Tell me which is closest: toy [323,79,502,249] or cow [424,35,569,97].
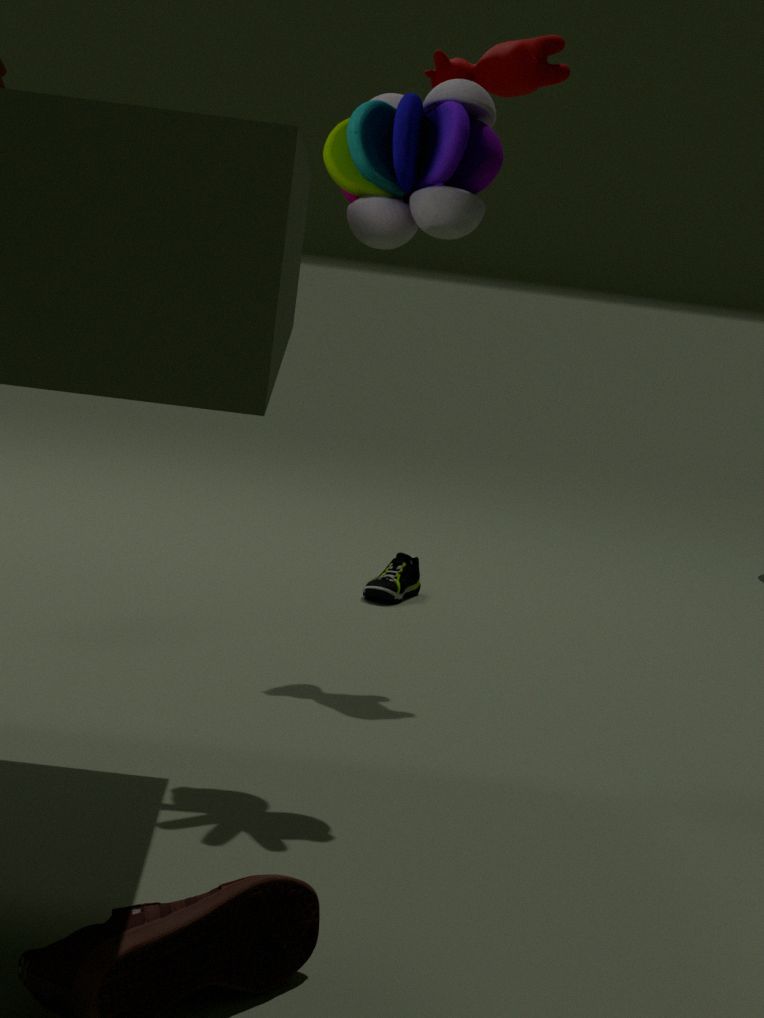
toy [323,79,502,249]
